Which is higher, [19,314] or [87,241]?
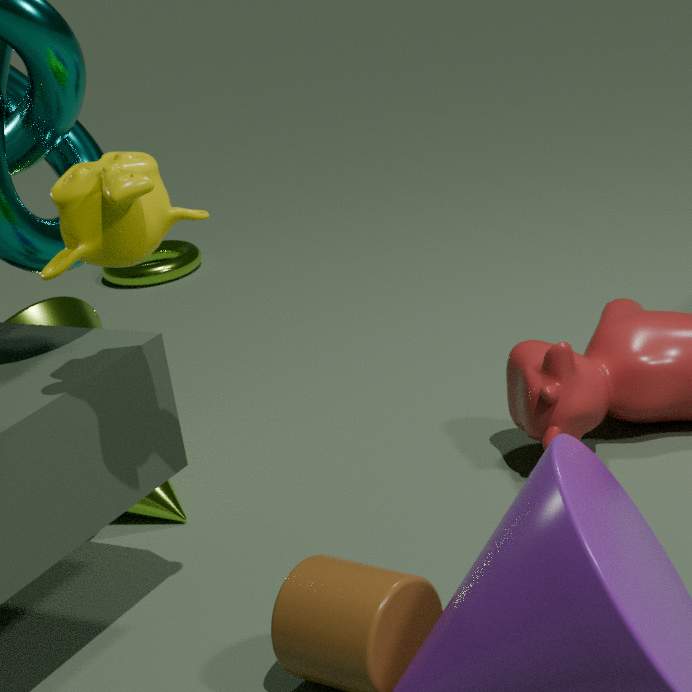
[87,241]
